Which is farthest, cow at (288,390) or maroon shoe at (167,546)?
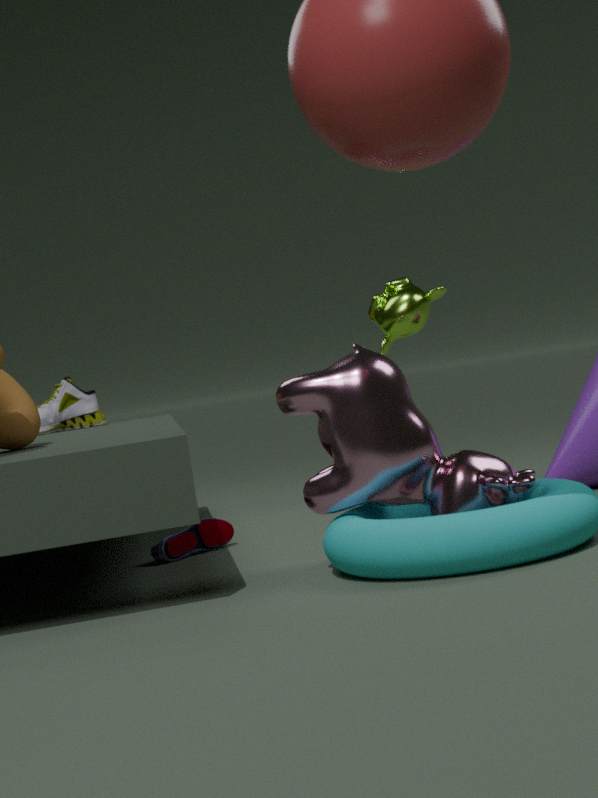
maroon shoe at (167,546)
